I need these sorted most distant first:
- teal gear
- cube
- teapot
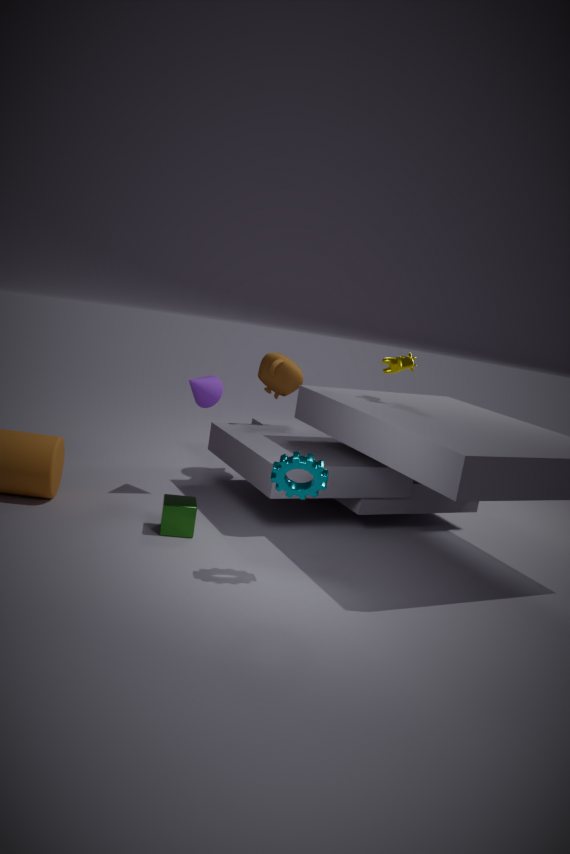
teapot → cube → teal gear
